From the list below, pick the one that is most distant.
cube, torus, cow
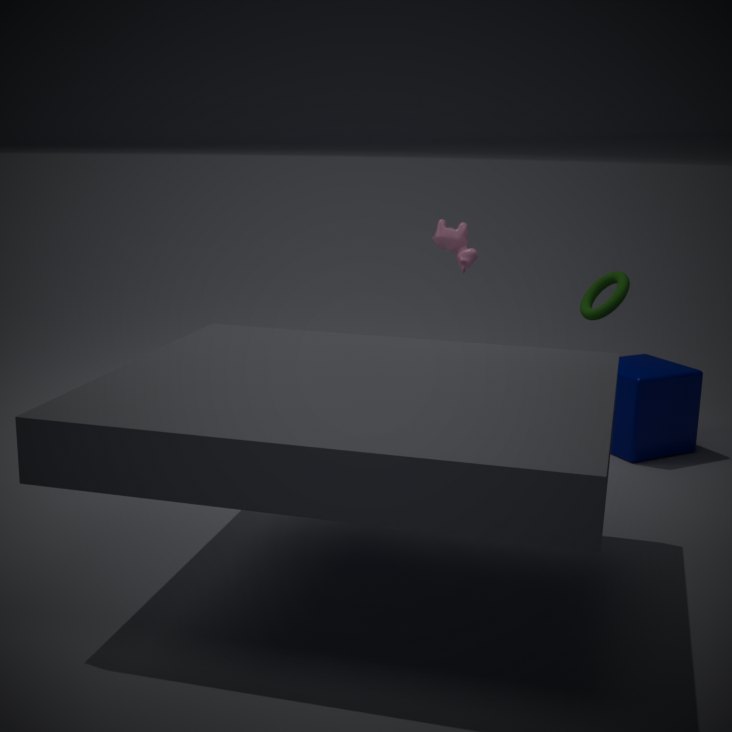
cow
